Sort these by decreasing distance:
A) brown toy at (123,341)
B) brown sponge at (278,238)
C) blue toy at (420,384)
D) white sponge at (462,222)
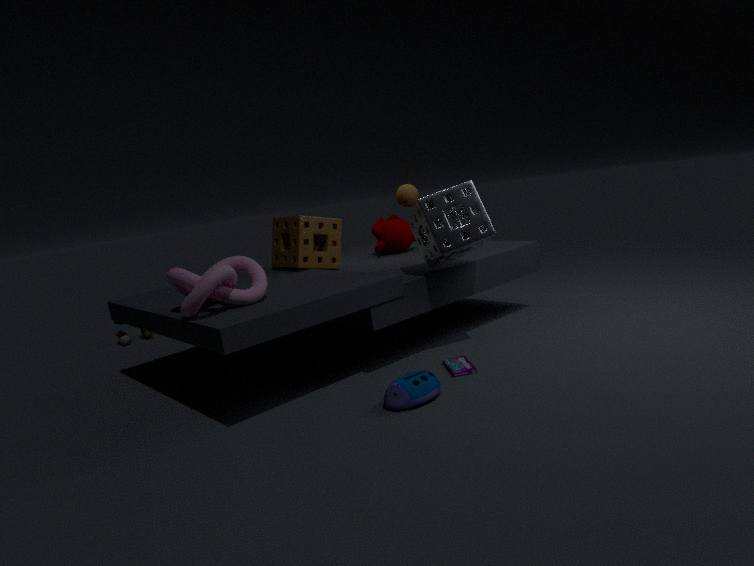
1. A. brown toy at (123,341)
2. B. brown sponge at (278,238)
3. D. white sponge at (462,222)
4. C. blue toy at (420,384)
